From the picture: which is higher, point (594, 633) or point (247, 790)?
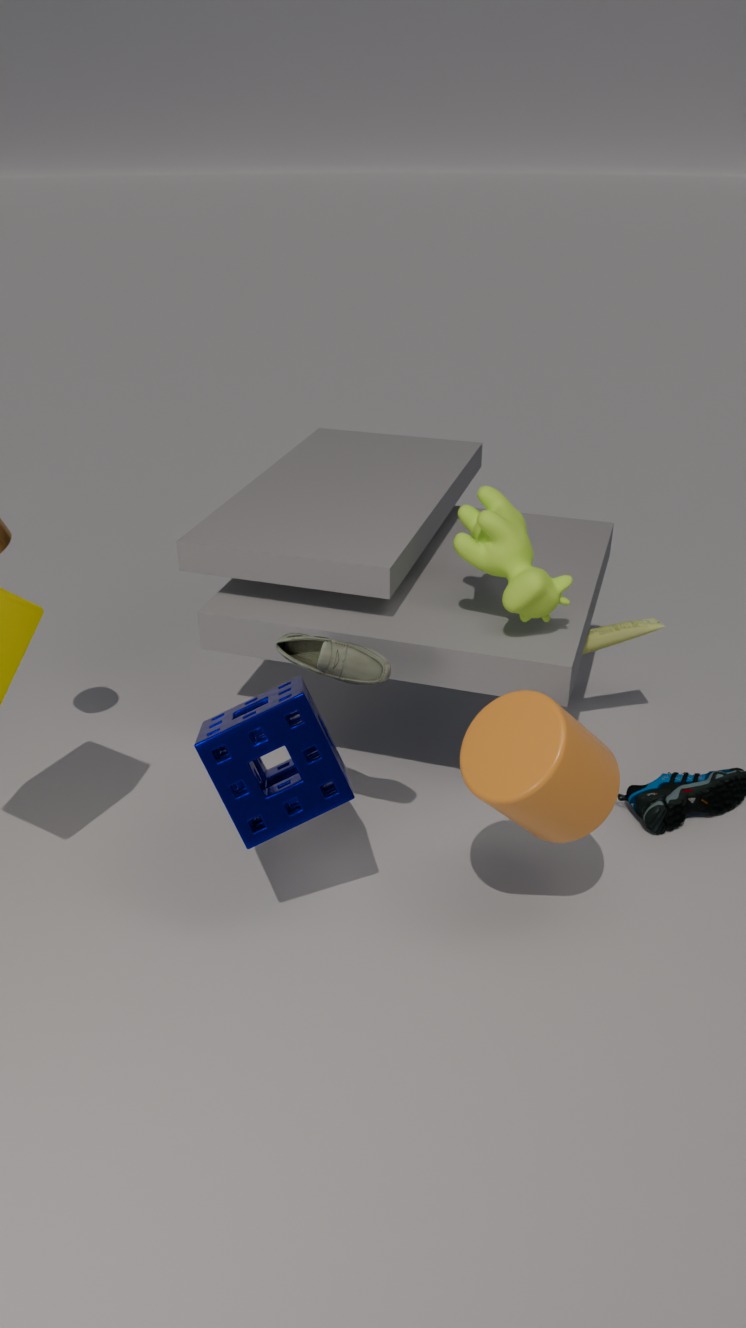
point (247, 790)
